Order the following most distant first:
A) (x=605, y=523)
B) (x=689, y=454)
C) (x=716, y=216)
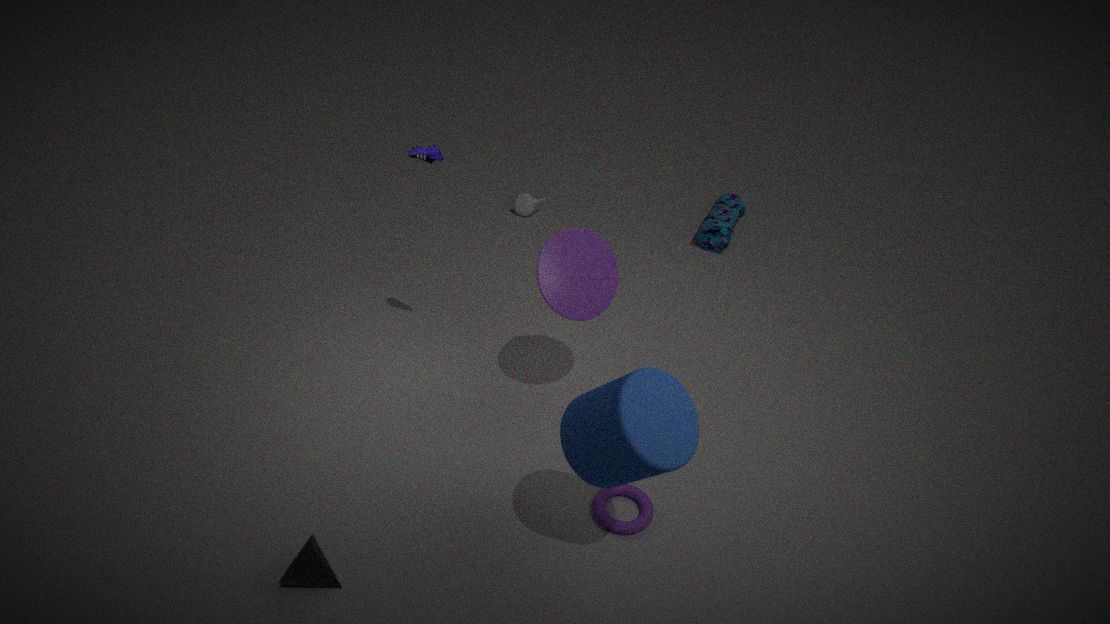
1. (x=716, y=216)
2. (x=605, y=523)
3. (x=689, y=454)
